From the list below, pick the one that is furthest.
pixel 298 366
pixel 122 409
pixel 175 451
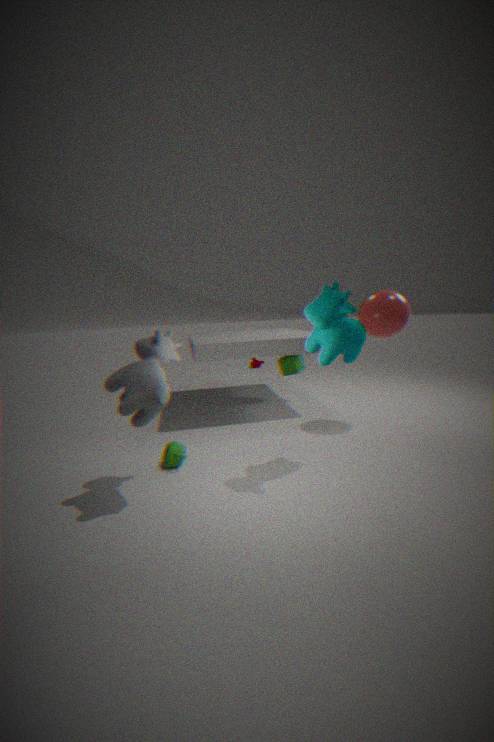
pixel 298 366
